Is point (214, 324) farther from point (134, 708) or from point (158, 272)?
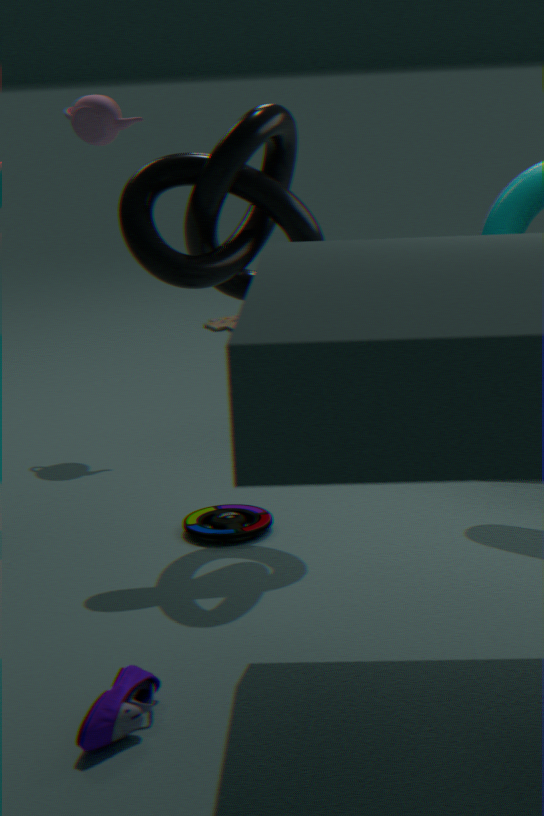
point (134, 708)
